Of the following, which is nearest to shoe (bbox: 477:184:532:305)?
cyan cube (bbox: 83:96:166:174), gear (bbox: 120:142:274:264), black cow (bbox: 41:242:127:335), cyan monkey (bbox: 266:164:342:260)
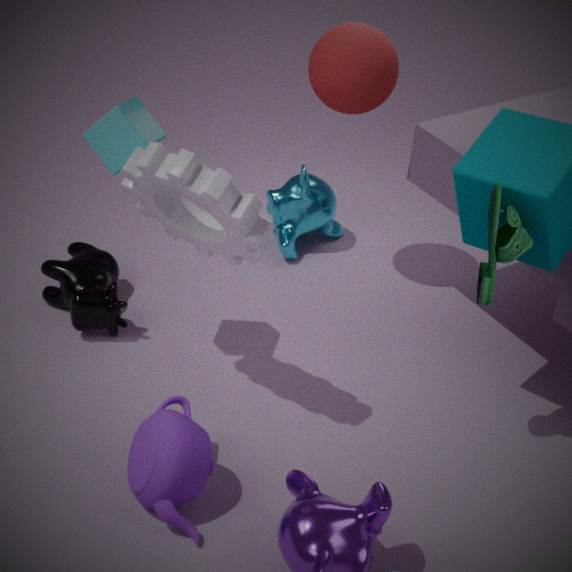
gear (bbox: 120:142:274:264)
